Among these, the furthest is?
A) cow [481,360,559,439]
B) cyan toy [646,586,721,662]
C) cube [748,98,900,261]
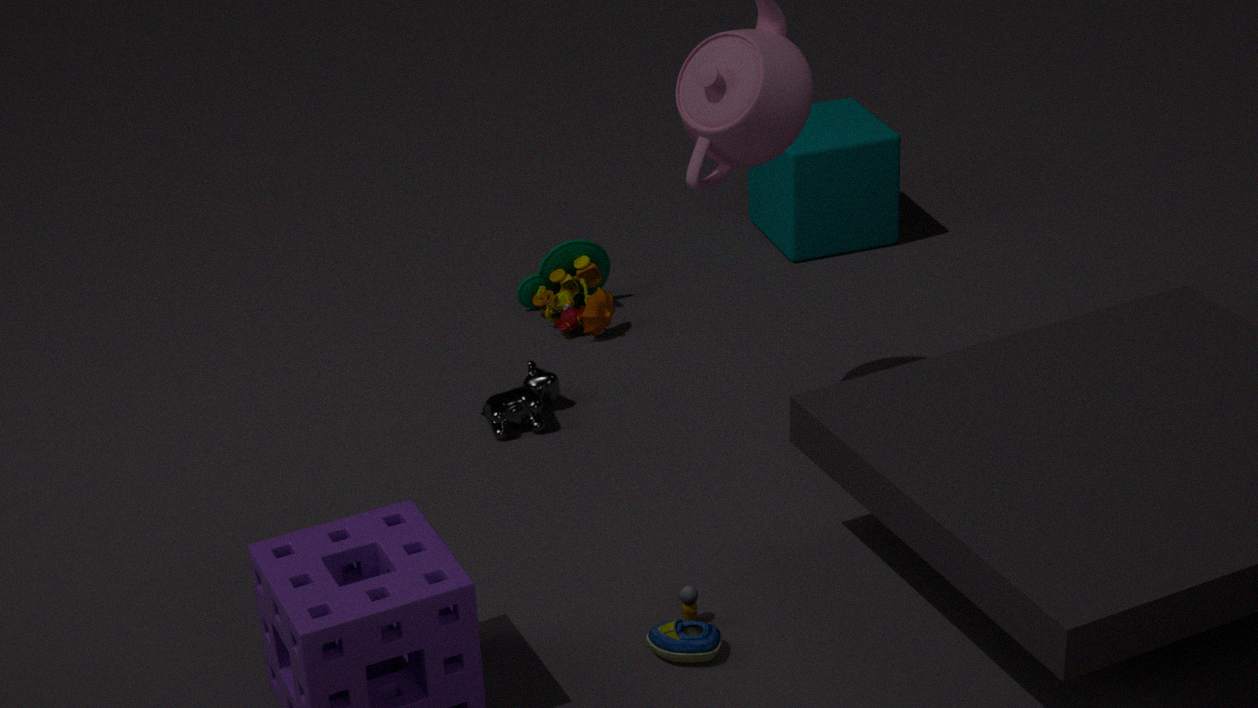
cube [748,98,900,261]
